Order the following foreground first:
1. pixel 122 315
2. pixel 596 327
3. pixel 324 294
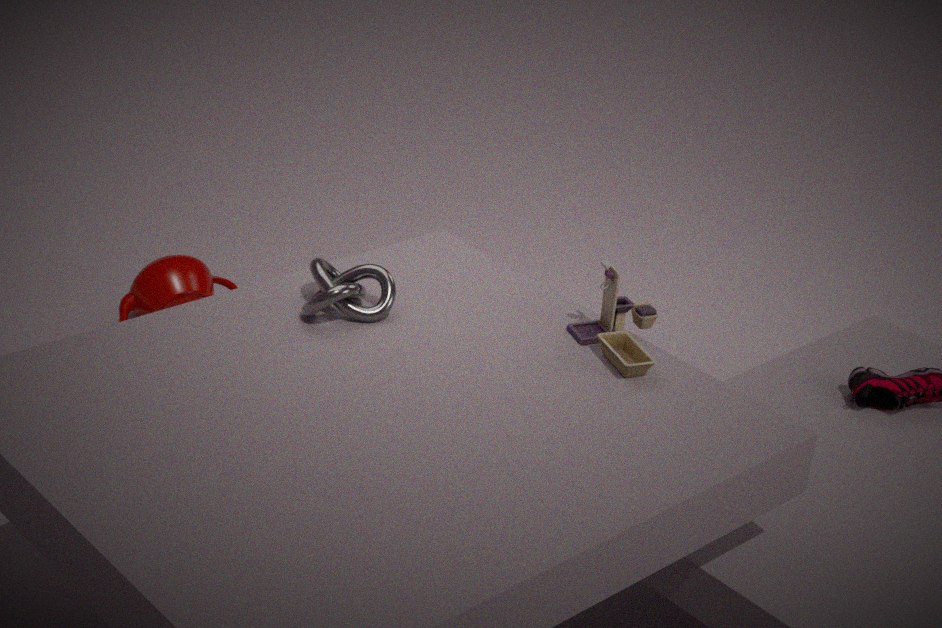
pixel 324 294 < pixel 596 327 < pixel 122 315
